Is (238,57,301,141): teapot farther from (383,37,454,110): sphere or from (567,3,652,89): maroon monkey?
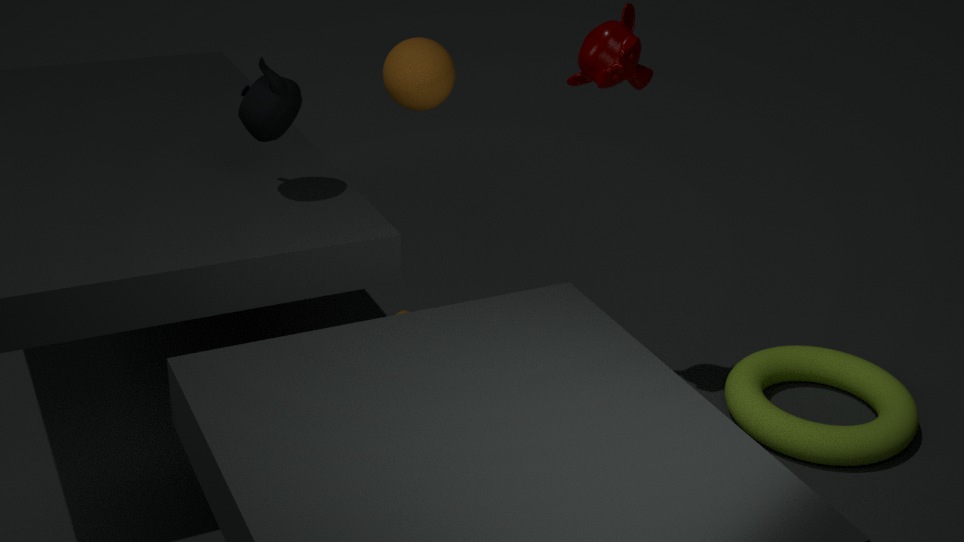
(567,3,652,89): maroon monkey
